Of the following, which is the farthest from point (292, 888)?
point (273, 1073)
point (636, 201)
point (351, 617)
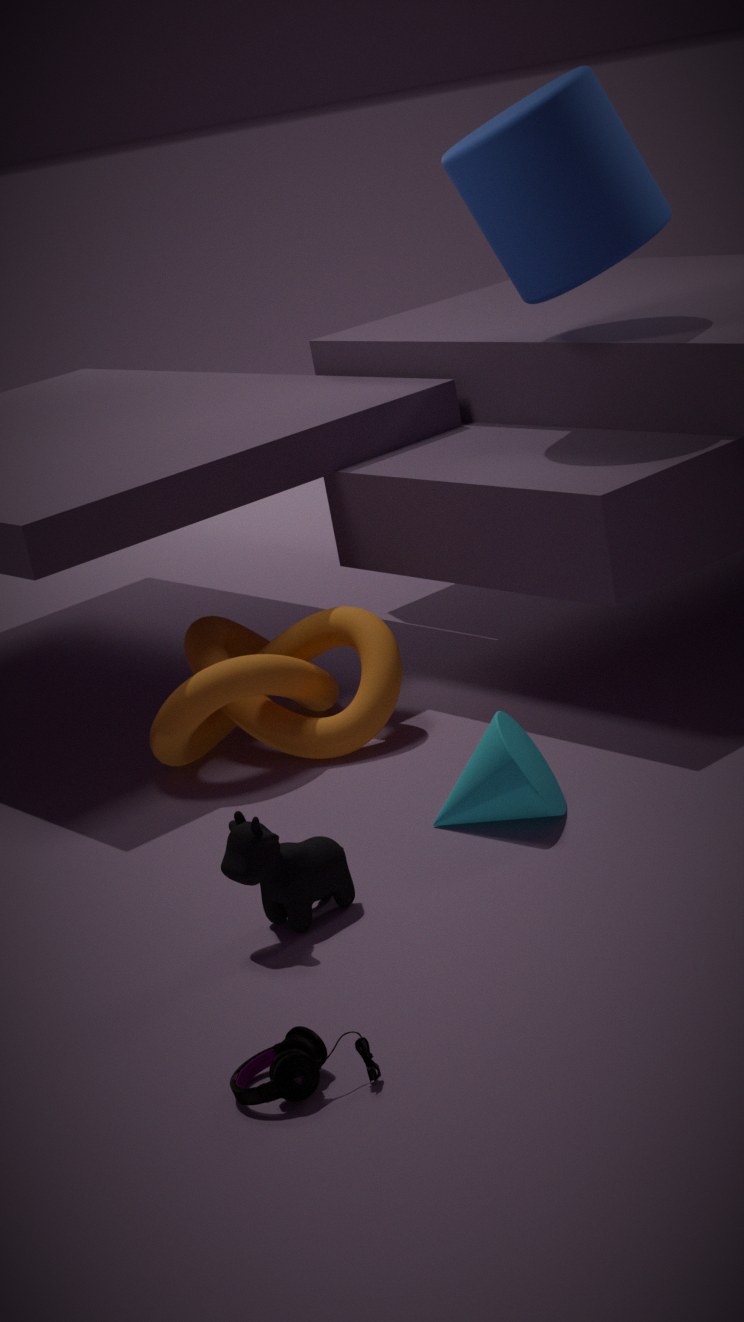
point (636, 201)
